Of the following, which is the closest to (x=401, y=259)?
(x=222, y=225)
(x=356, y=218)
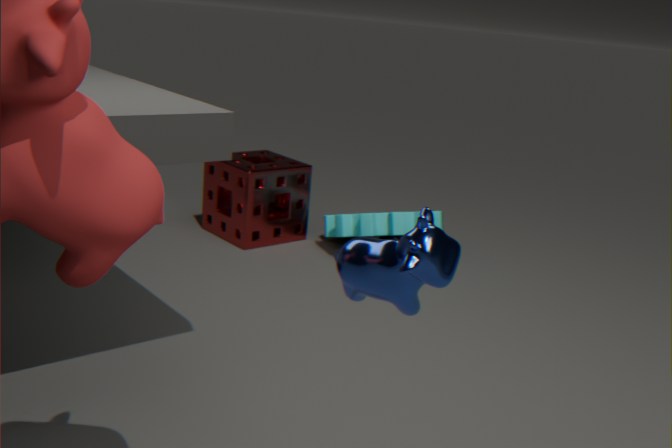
(x=356, y=218)
